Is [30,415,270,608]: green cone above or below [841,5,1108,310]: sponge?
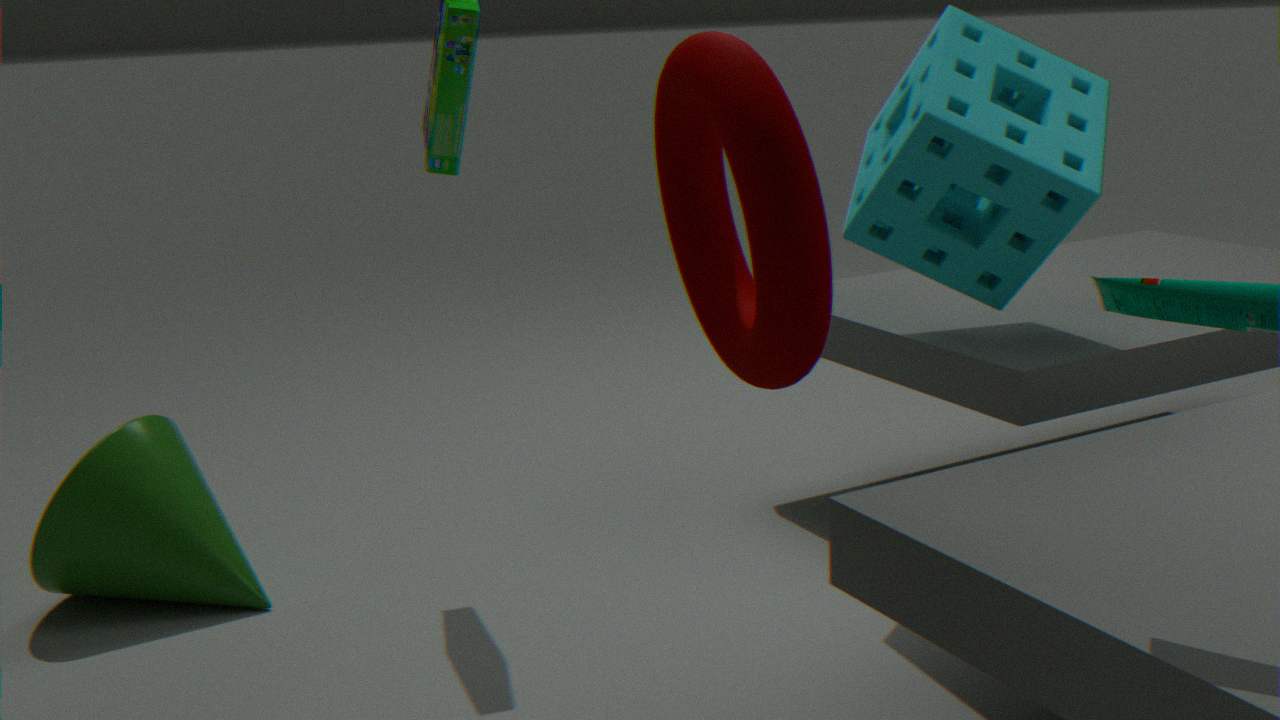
below
